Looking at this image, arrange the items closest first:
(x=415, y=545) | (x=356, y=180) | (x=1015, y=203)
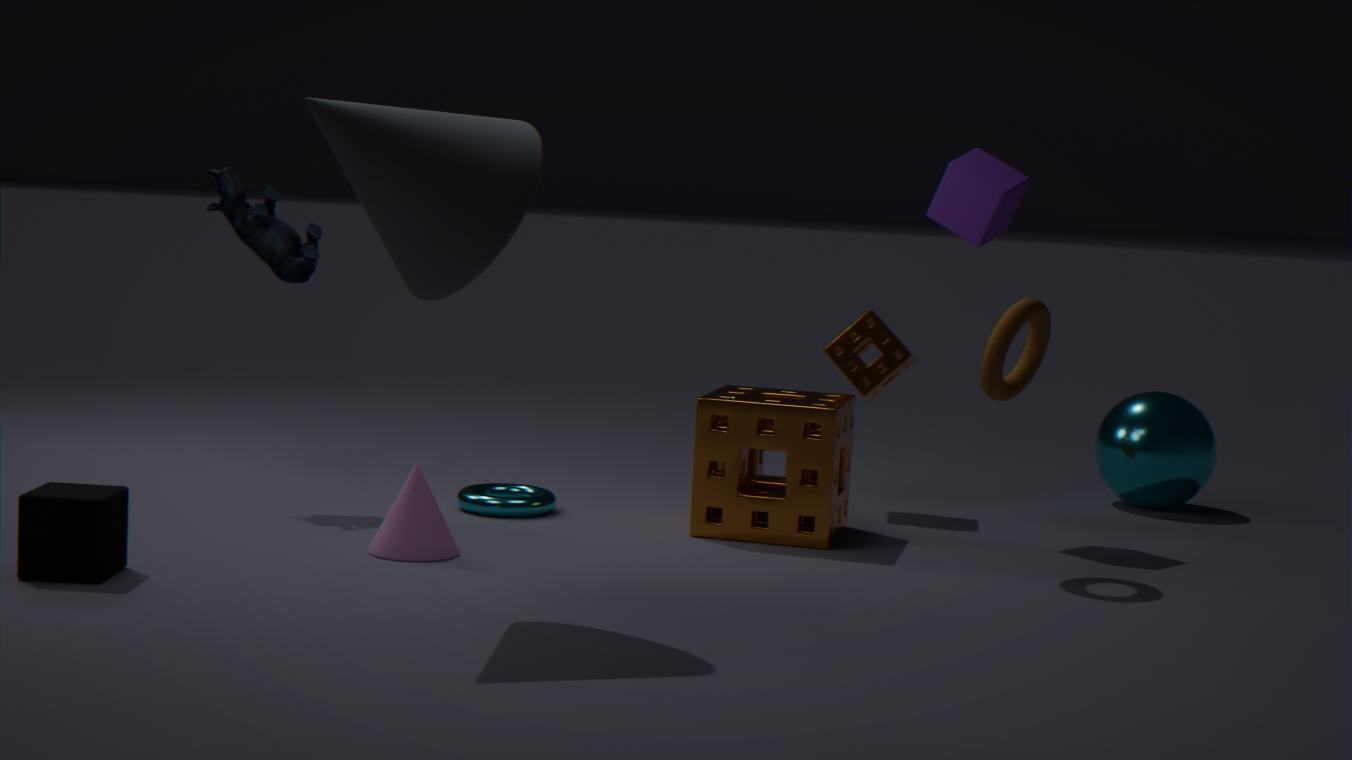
(x=356, y=180), (x=415, y=545), (x=1015, y=203)
